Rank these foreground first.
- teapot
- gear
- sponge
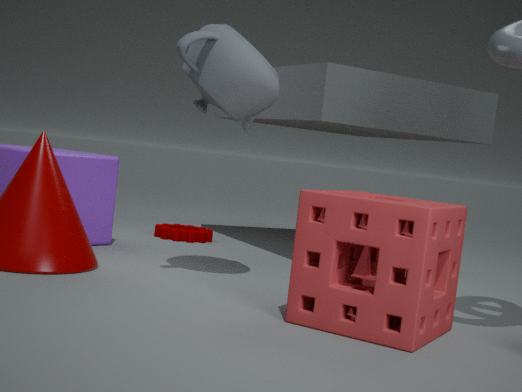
sponge
teapot
gear
